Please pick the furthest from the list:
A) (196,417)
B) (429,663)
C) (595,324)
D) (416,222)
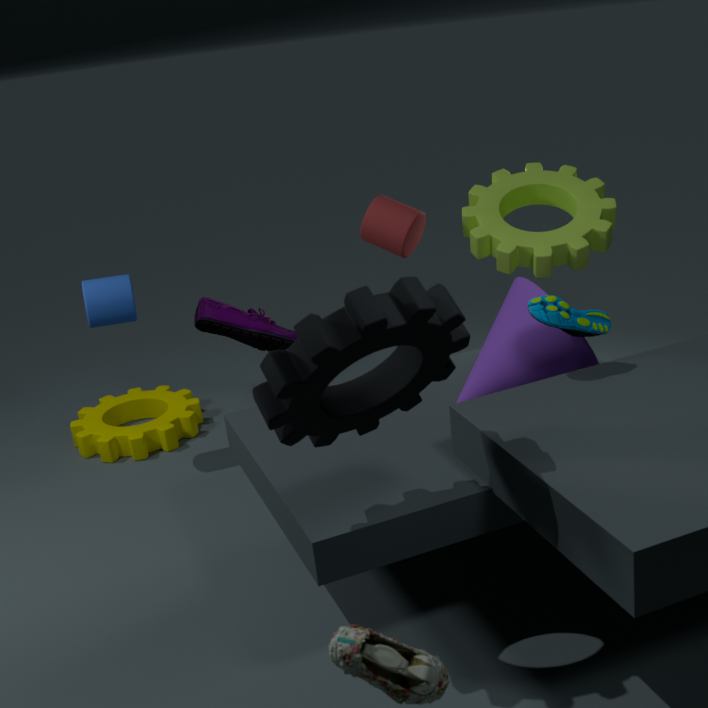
(196,417)
